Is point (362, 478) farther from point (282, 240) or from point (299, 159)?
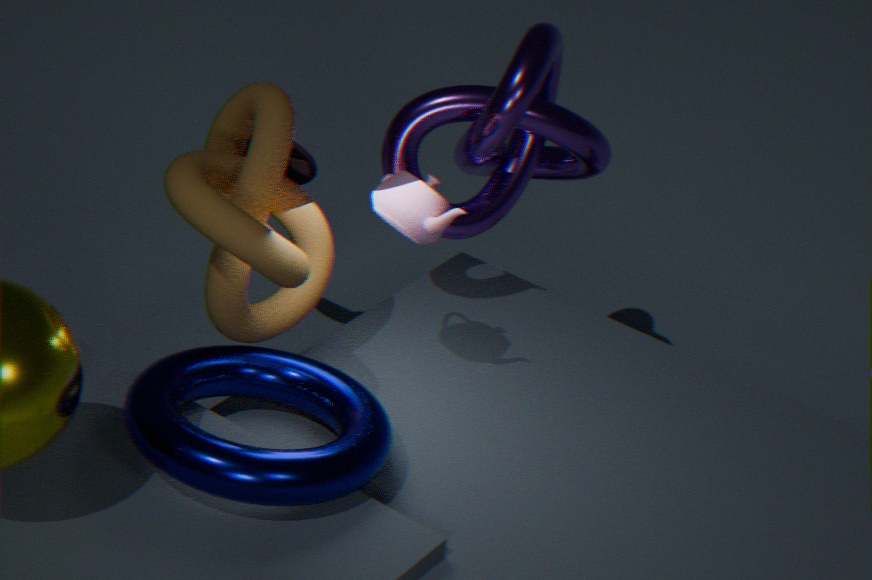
point (299, 159)
